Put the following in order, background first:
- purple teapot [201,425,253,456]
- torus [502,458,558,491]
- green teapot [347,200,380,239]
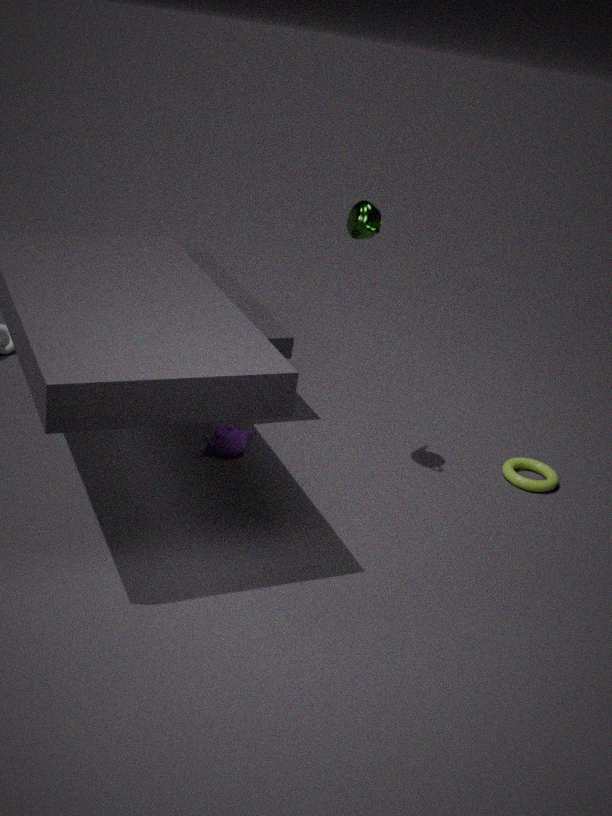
1. torus [502,458,558,491]
2. purple teapot [201,425,253,456]
3. green teapot [347,200,380,239]
